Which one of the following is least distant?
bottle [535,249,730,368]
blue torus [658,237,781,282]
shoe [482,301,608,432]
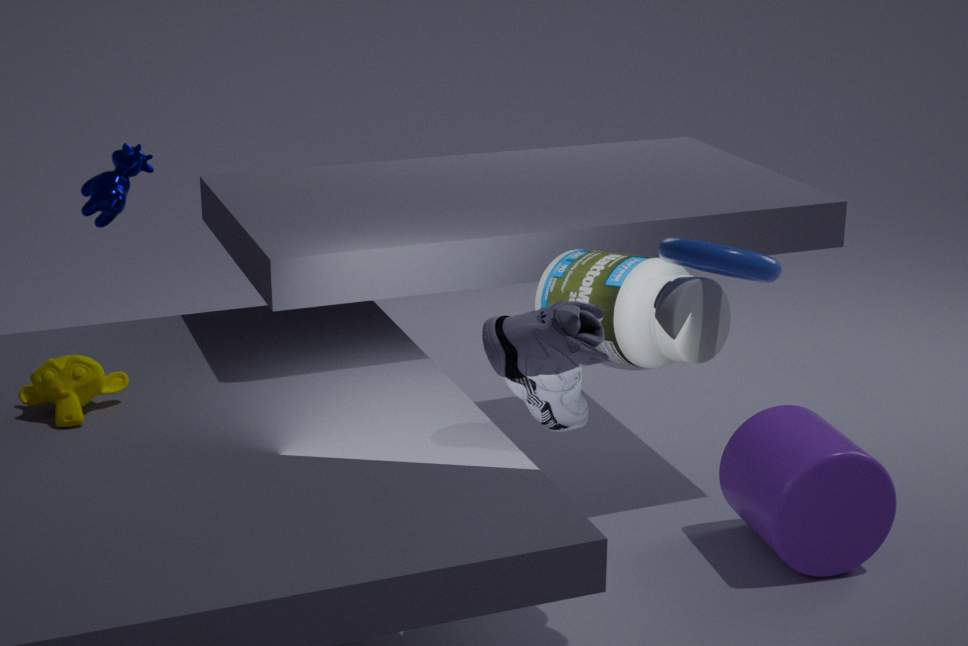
blue torus [658,237,781,282]
